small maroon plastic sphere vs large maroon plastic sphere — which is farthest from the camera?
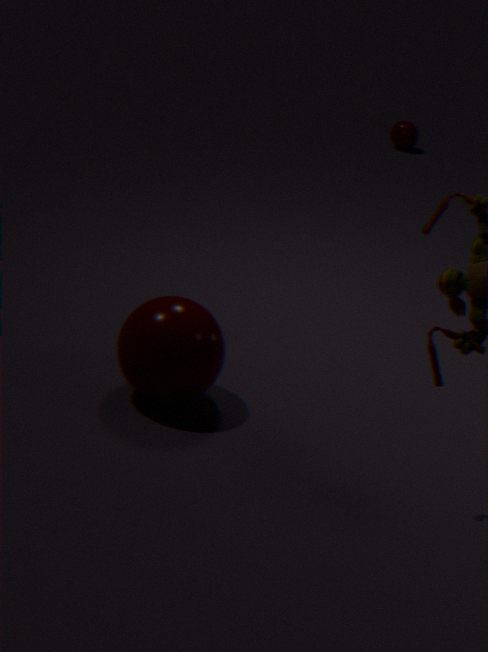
small maroon plastic sphere
